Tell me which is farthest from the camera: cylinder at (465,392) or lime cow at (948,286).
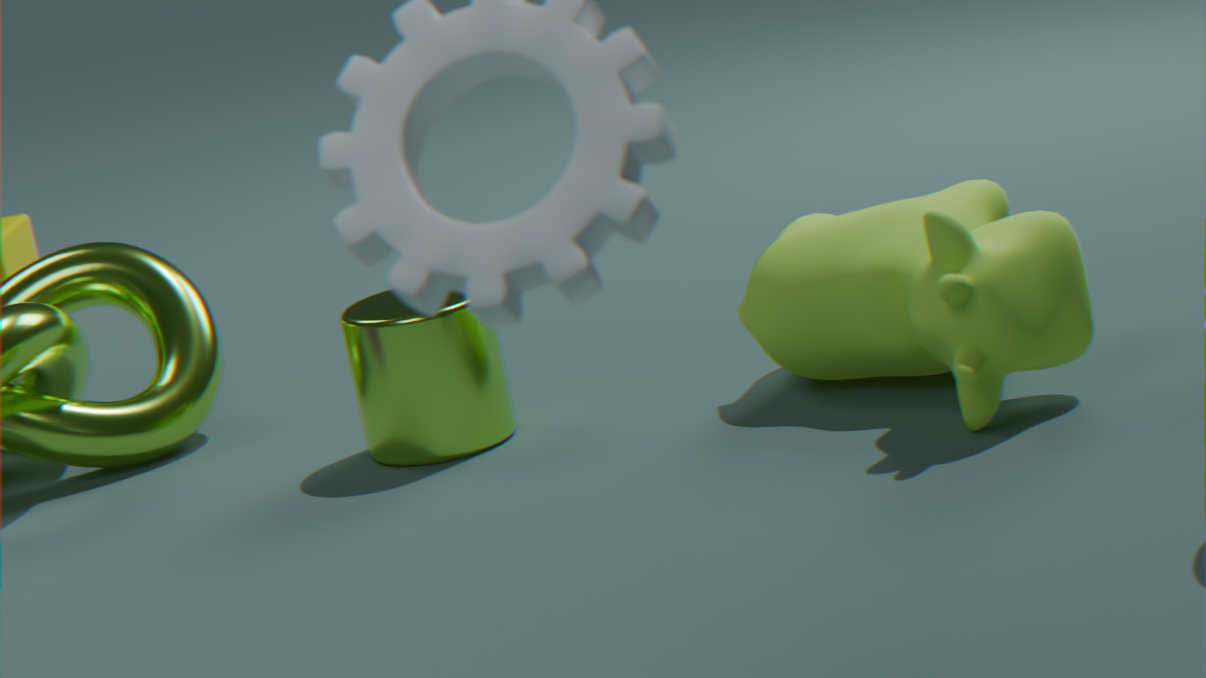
cylinder at (465,392)
